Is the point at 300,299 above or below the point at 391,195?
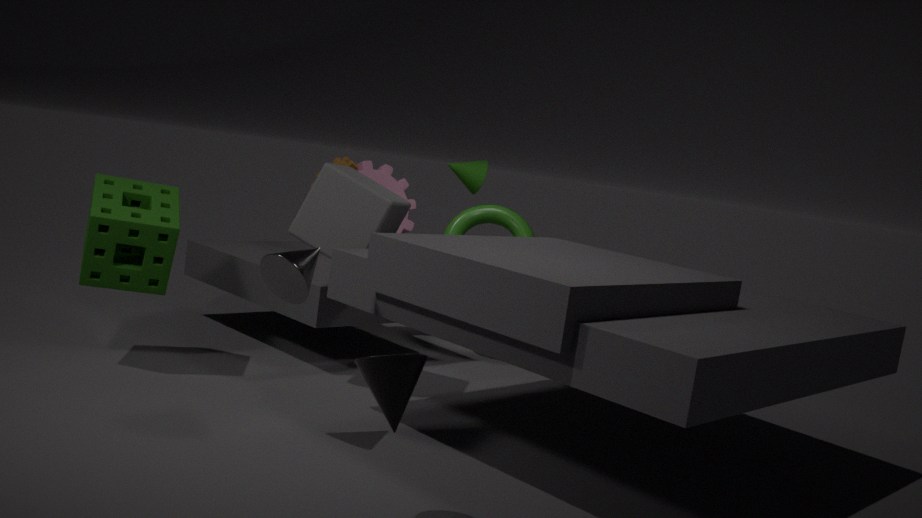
below
